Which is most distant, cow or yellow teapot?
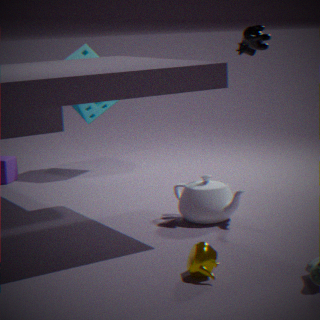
cow
